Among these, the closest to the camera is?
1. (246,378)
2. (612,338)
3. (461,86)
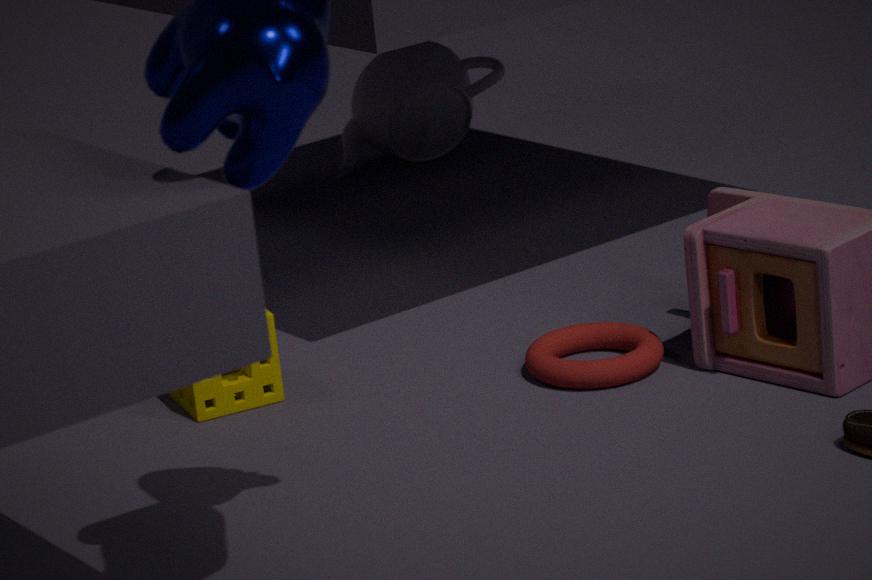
(246,378)
